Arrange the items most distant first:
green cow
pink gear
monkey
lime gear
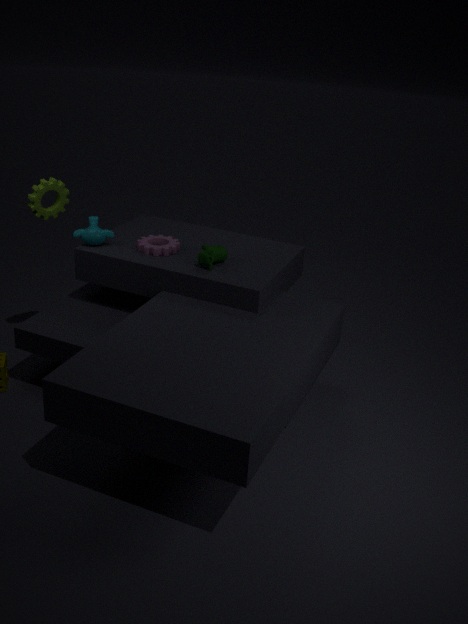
monkey, pink gear, lime gear, green cow
